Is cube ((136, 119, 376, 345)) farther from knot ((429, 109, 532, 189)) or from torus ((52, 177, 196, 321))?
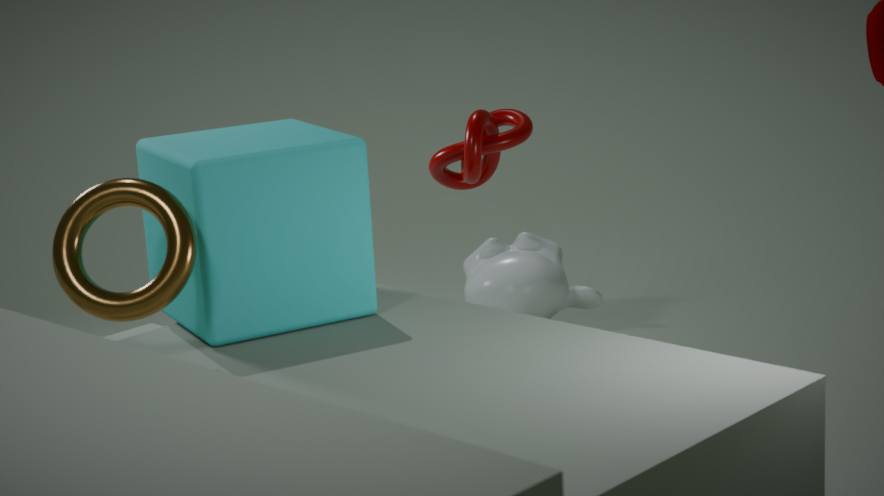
knot ((429, 109, 532, 189))
